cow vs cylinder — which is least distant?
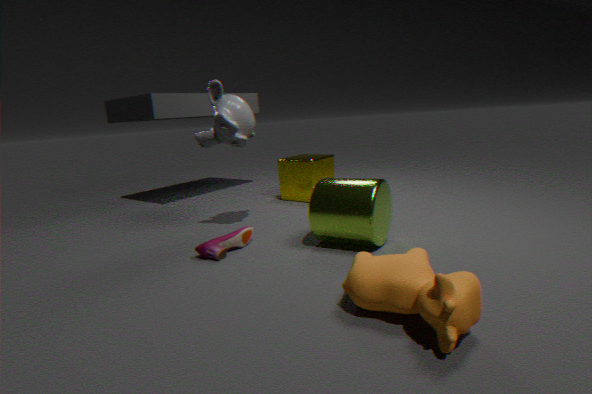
cow
